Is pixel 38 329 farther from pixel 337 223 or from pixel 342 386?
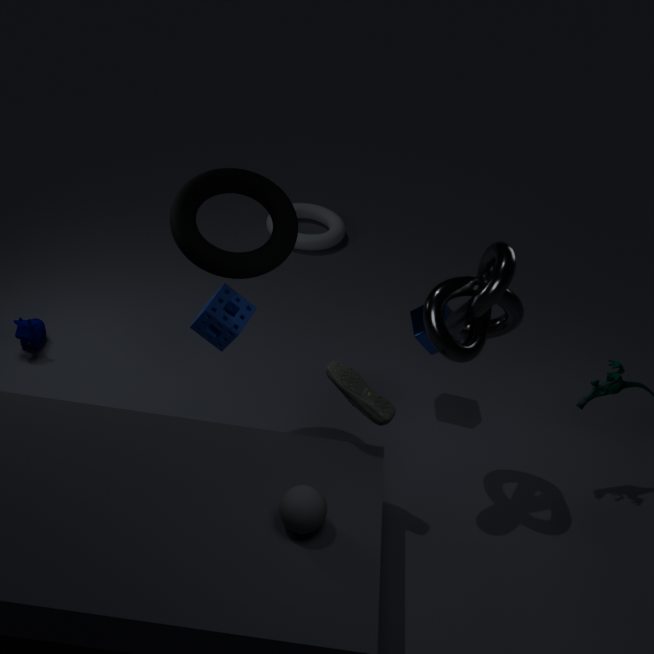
pixel 337 223
